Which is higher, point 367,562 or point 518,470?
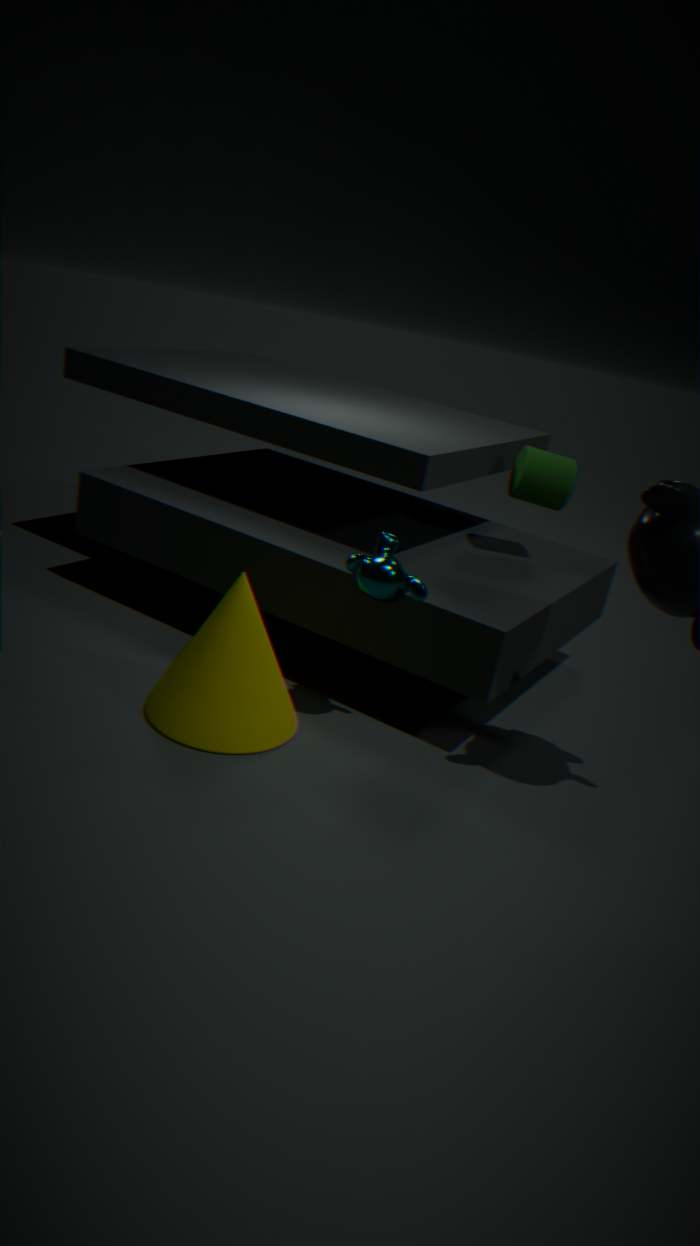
point 518,470
